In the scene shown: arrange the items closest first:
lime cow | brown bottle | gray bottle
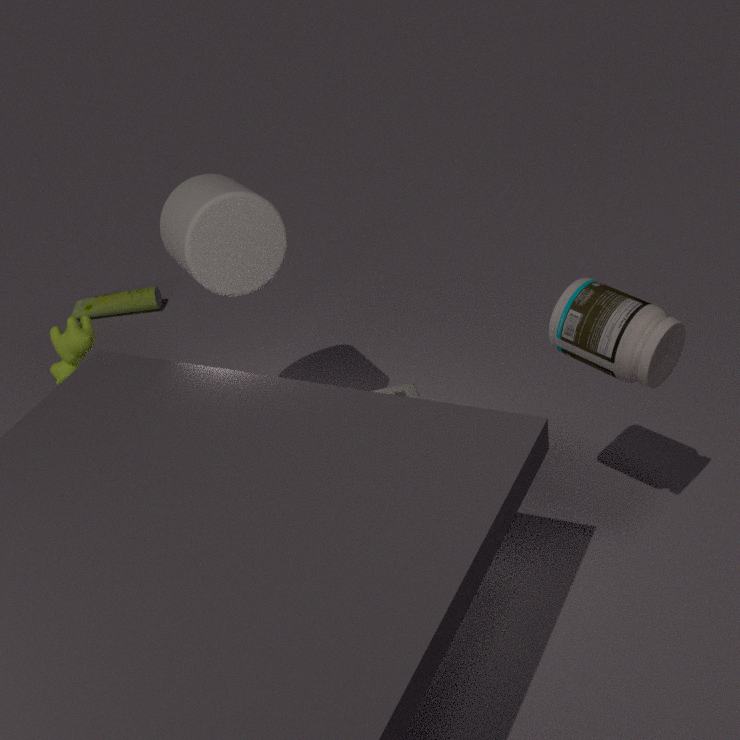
gray bottle < lime cow < brown bottle
